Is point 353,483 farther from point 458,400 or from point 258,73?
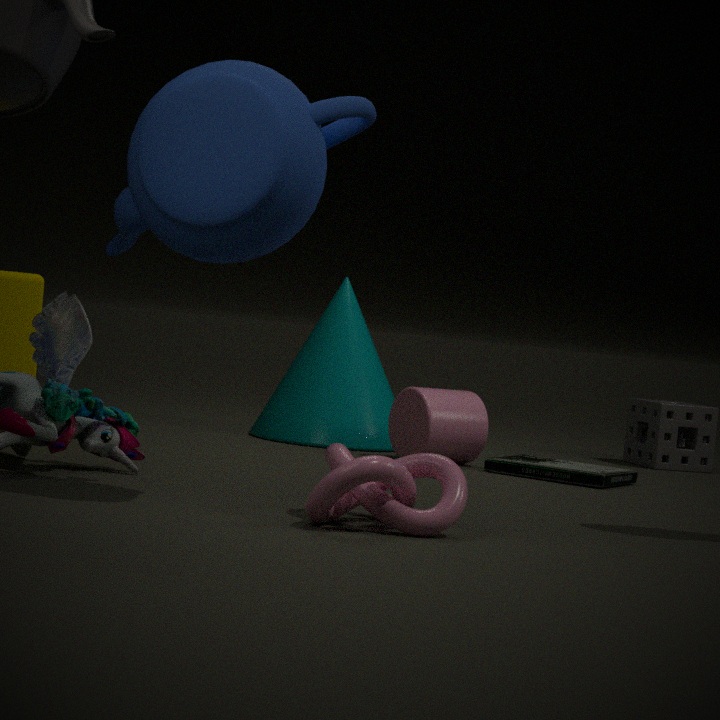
point 458,400
